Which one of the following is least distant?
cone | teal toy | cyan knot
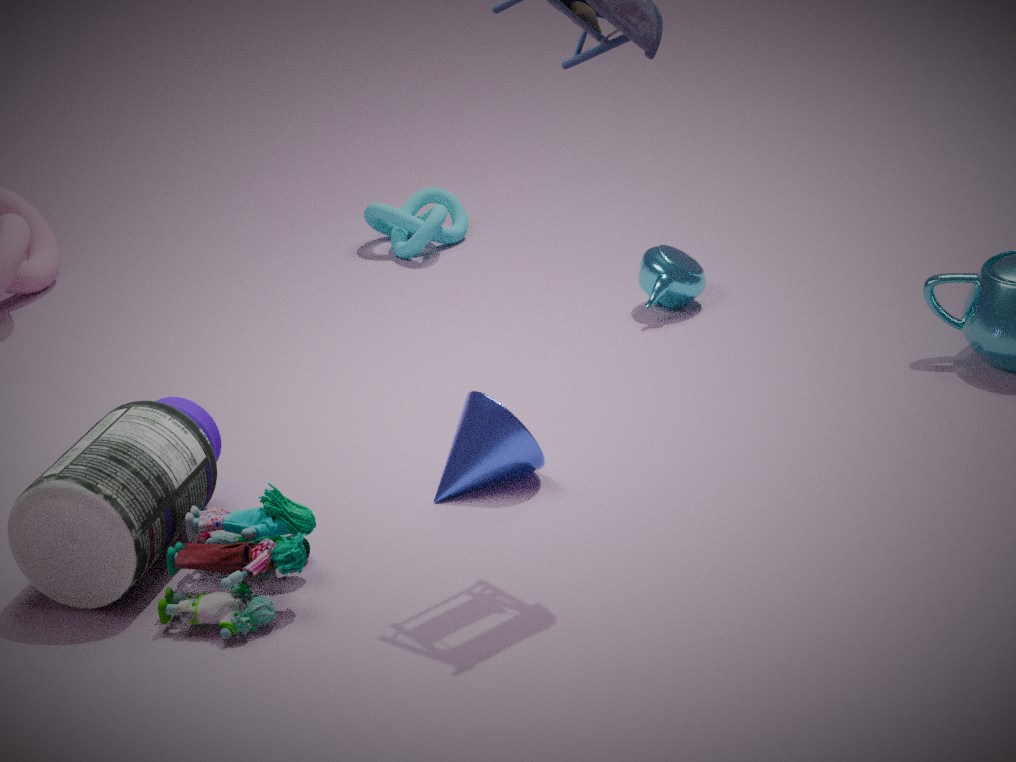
teal toy
